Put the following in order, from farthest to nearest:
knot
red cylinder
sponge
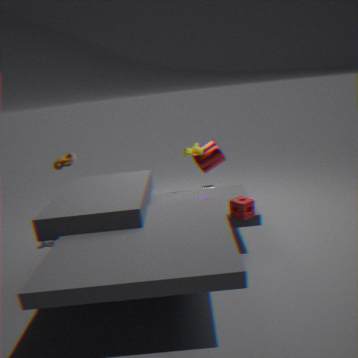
red cylinder < knot < sponge
